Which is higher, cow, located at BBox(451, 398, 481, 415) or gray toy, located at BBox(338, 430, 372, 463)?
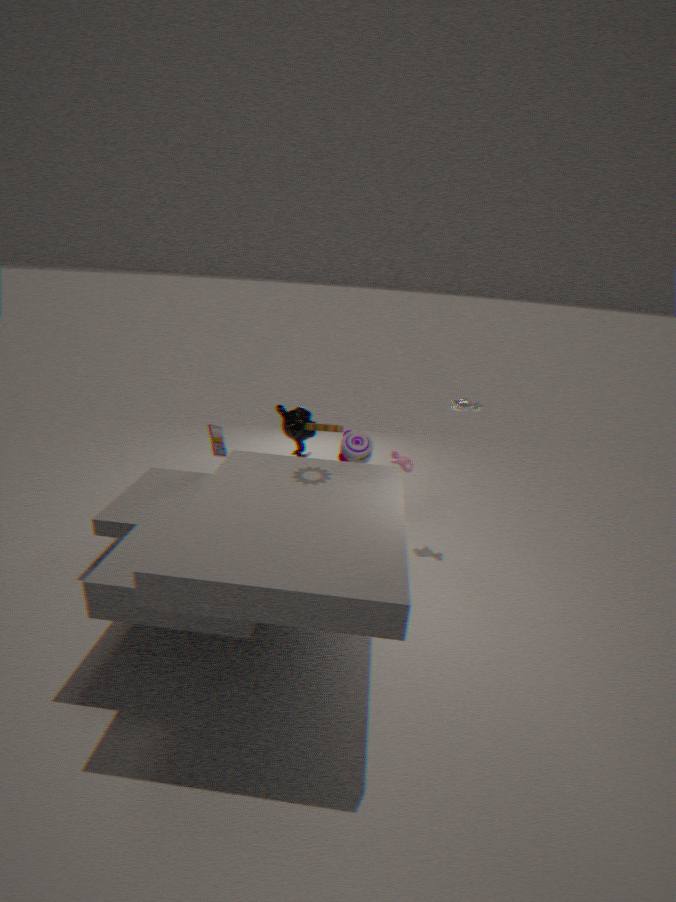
cow, located at BBox(451, 398, 481, 415)
